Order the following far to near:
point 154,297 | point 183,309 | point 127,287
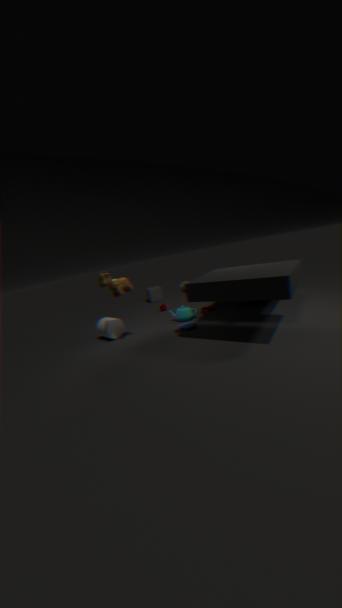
1. point 154,297
2. point 183,309
3. point 127,287
